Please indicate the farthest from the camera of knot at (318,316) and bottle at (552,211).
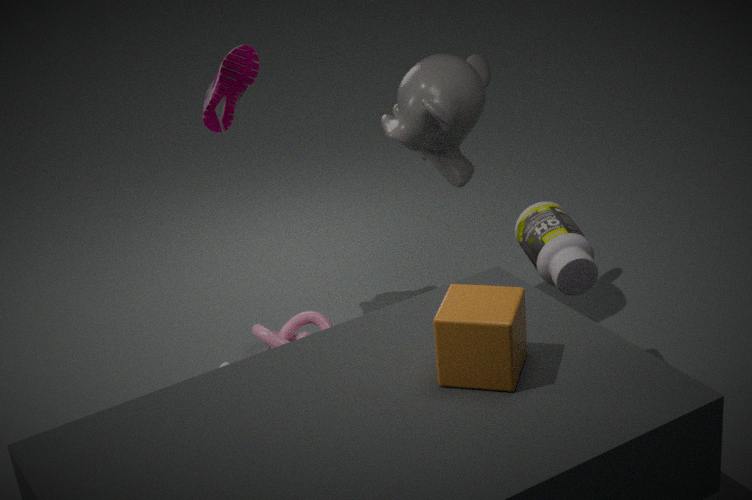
knot at (318,316)
